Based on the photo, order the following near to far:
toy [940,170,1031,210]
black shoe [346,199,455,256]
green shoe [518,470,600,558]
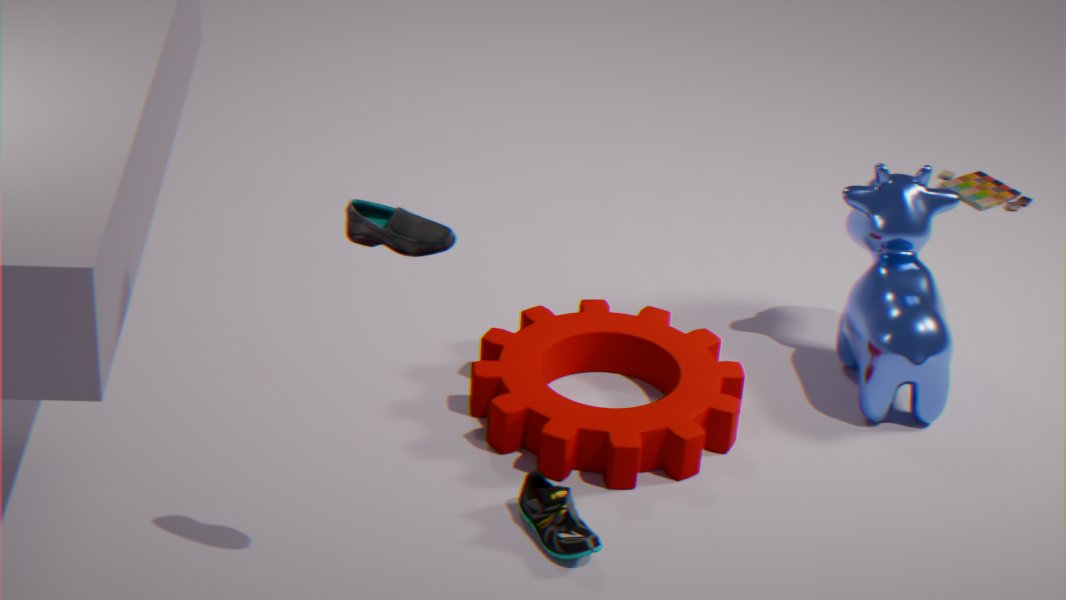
black shoe [346,199,455,256] < green shoe [518,470,600,558] < toy [940,170,1031,210]
